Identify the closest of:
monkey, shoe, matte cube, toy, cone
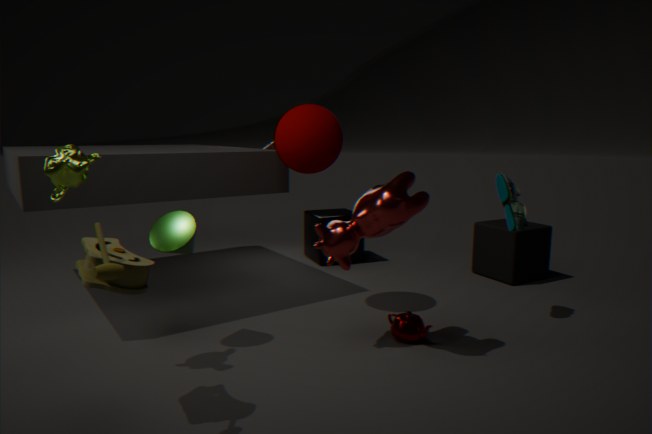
toy
